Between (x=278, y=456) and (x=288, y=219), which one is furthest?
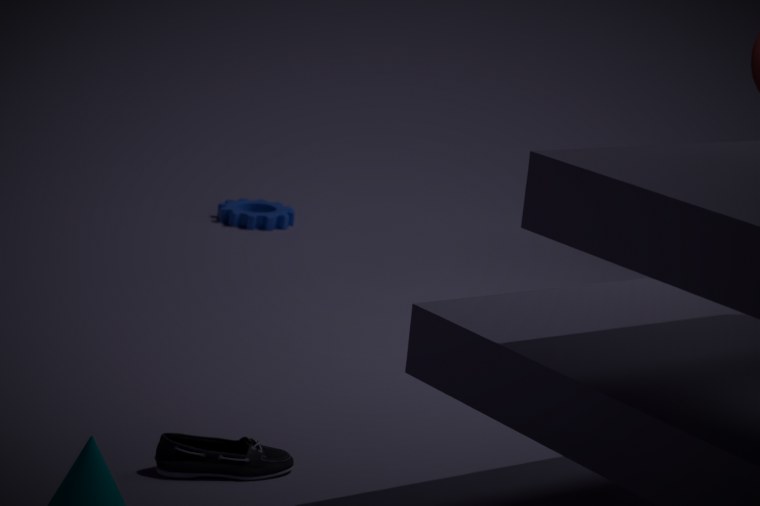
(x=288, y=219)
